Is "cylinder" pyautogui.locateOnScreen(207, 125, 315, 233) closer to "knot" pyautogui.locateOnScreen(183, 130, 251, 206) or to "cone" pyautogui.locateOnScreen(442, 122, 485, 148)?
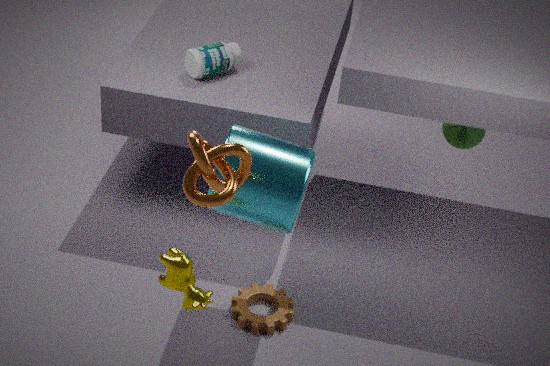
"knot" pyautogui.locateOnScreen(183, 130, 251, 206)
